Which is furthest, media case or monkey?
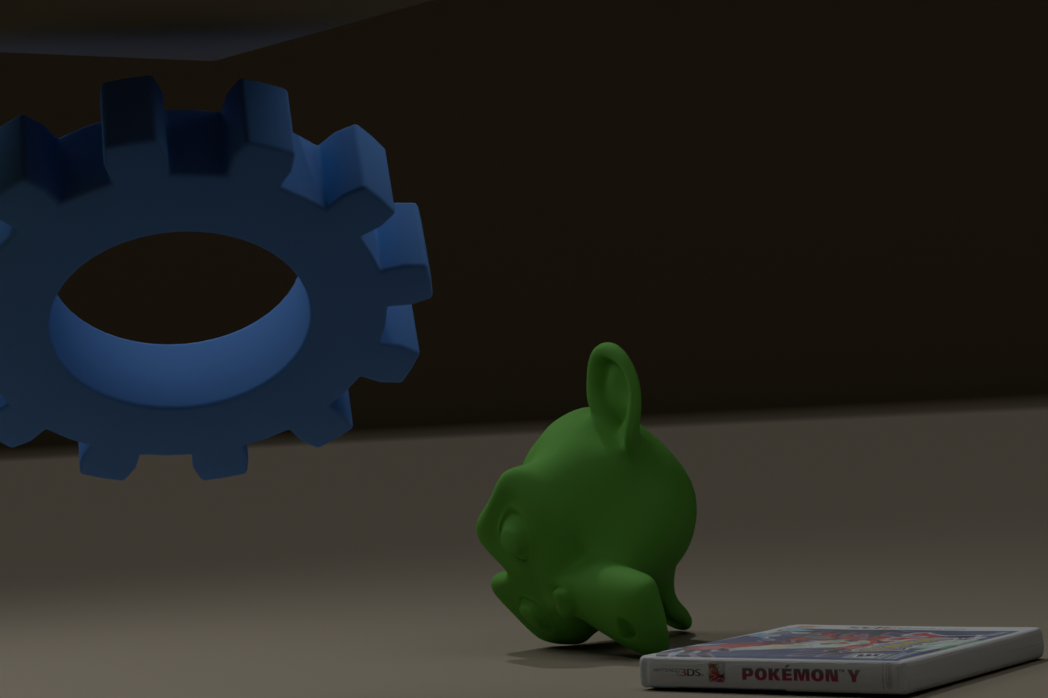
monkey
